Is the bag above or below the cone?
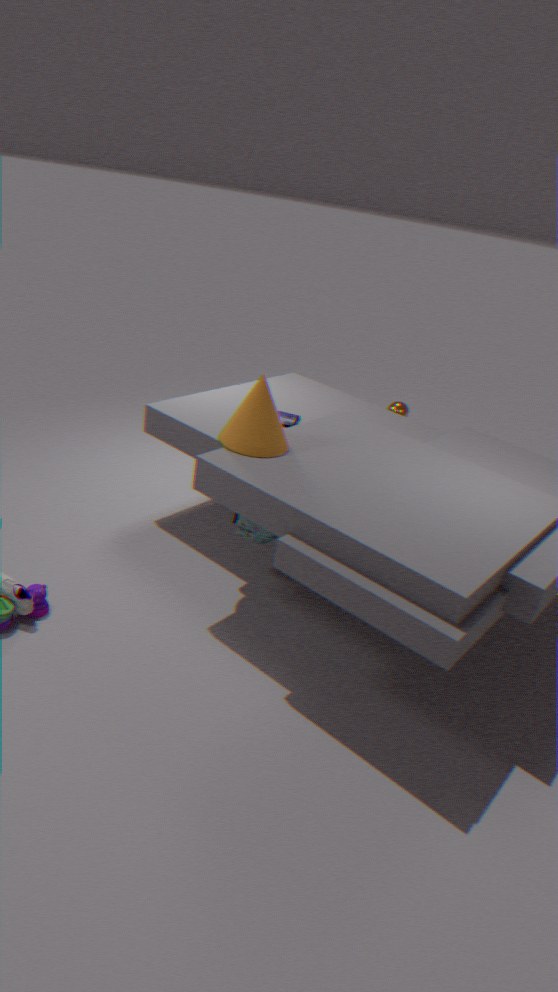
below
